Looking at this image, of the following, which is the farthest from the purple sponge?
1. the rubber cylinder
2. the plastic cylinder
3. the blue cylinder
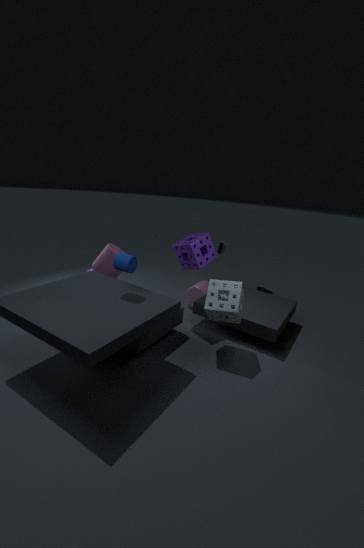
the blue cylinder
